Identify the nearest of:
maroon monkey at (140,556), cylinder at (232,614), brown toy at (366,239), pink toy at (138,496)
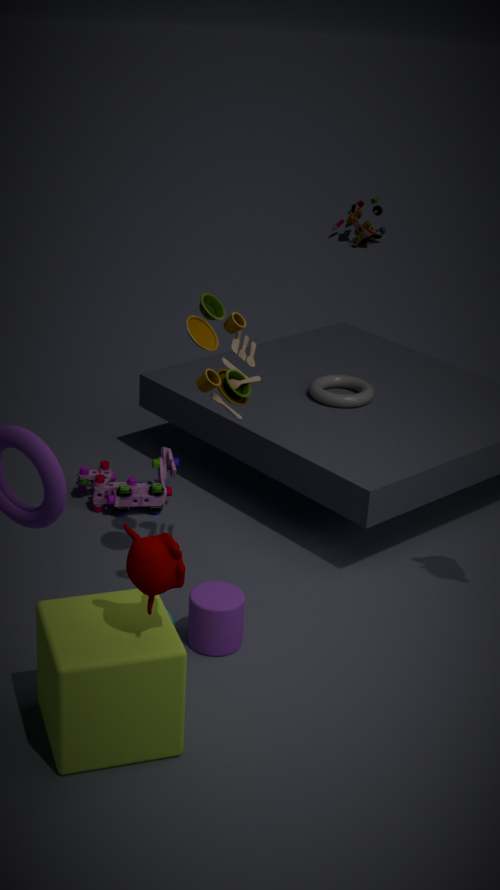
maroon monkey at (140,556)
